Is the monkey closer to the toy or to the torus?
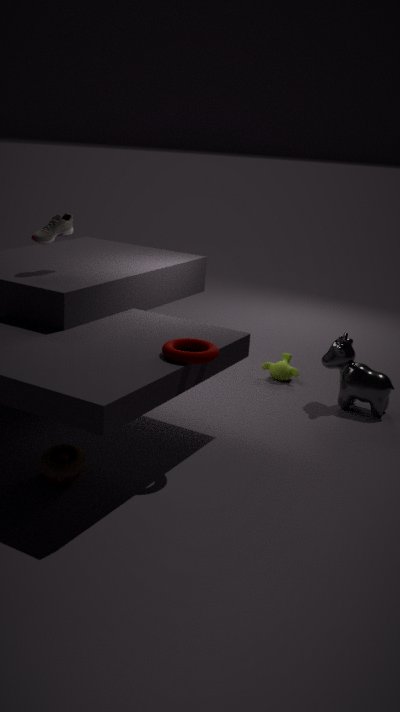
the torus
